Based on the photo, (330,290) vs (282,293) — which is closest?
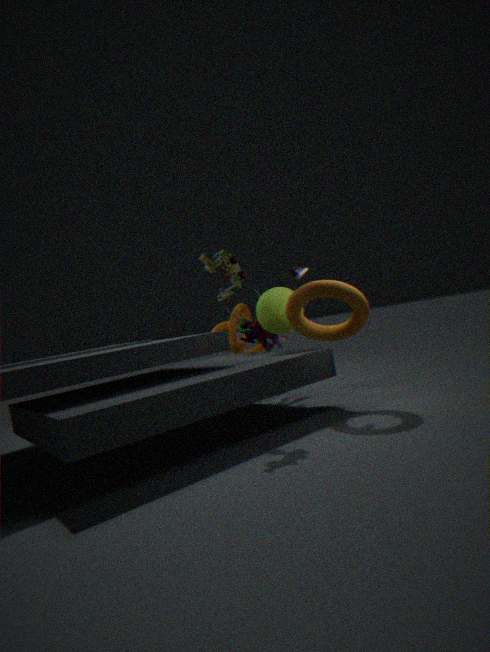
(330,290)
